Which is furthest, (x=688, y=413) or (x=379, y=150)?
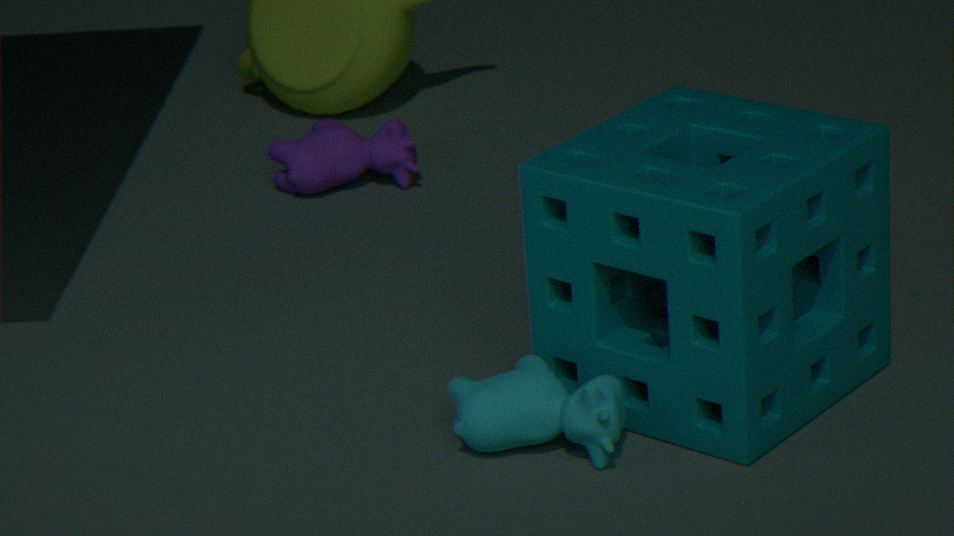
(x=379, y=150)
